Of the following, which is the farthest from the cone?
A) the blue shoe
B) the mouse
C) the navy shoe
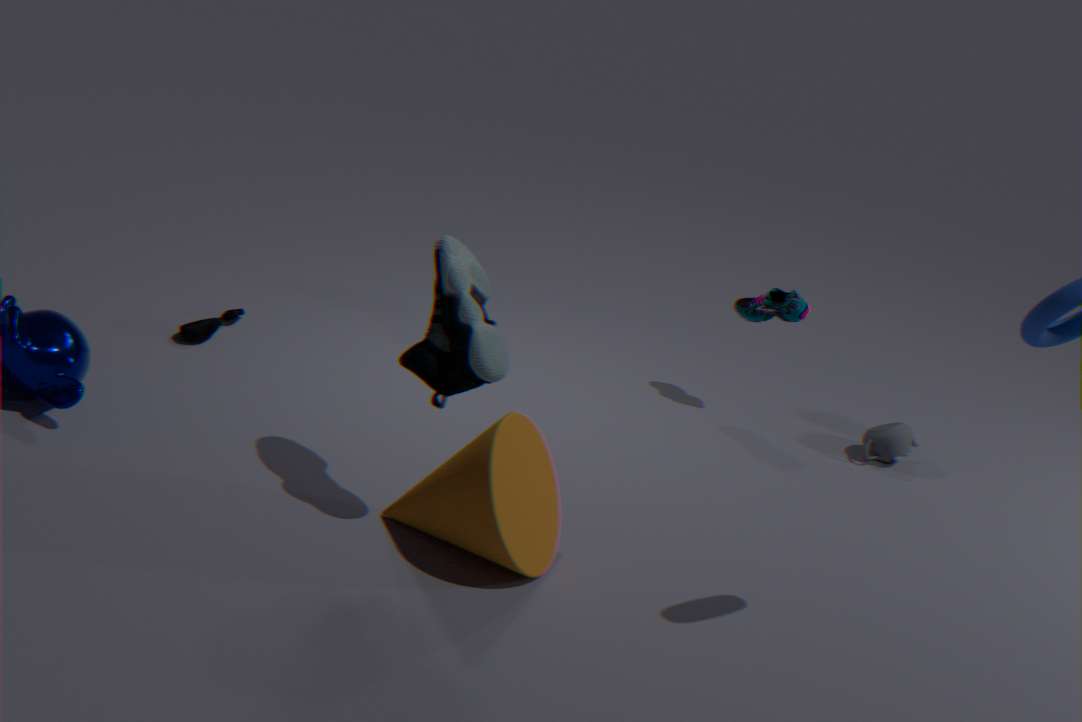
the blue shoe
